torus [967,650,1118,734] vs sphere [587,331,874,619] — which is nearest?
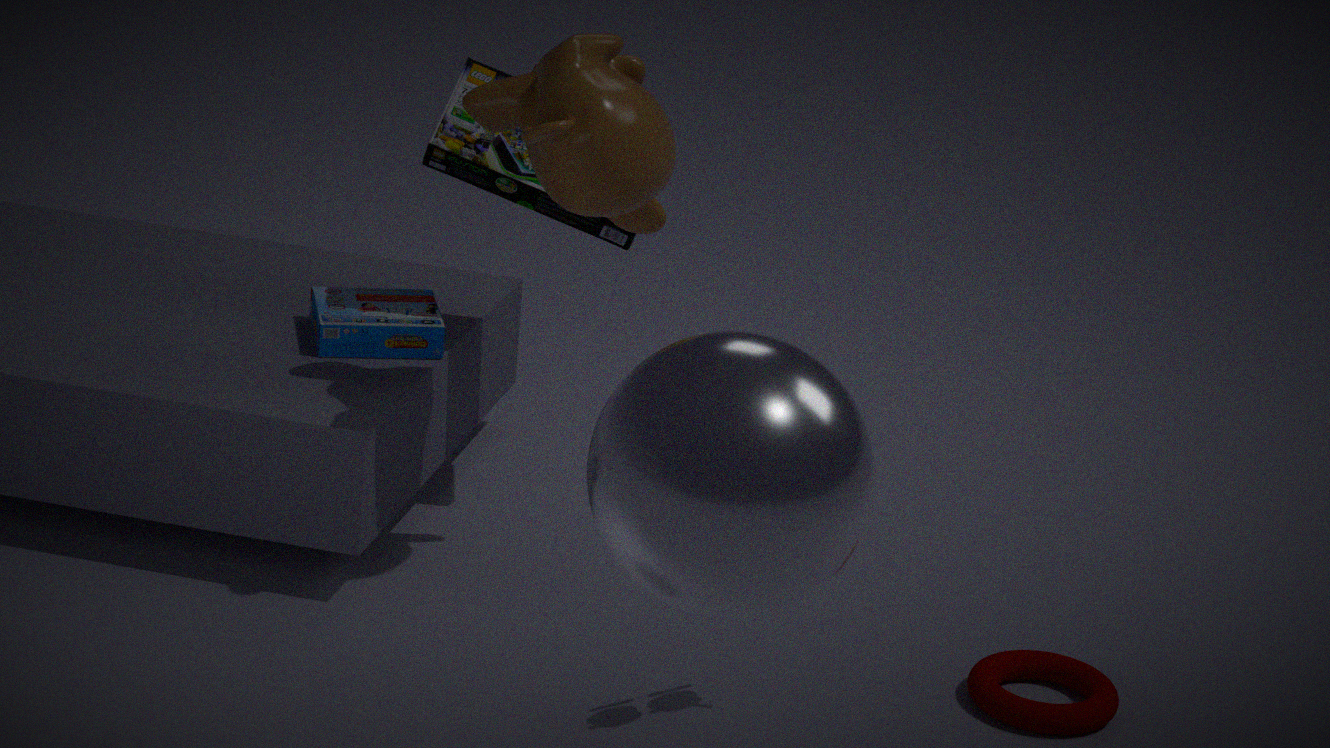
sphere [587,331,874,619]
